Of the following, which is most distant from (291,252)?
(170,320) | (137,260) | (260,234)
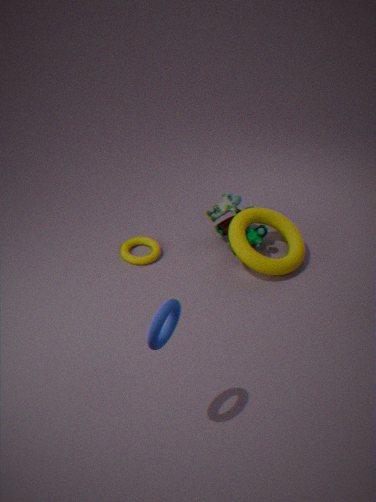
(170,320)
